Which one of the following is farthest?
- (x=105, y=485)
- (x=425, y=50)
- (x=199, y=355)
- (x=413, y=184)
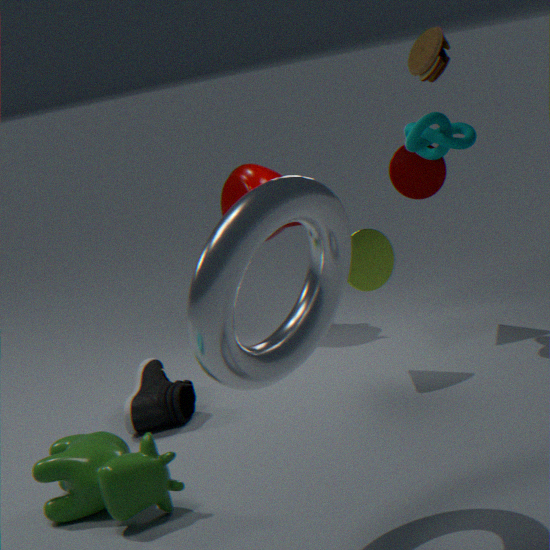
(x=413, y=184)
